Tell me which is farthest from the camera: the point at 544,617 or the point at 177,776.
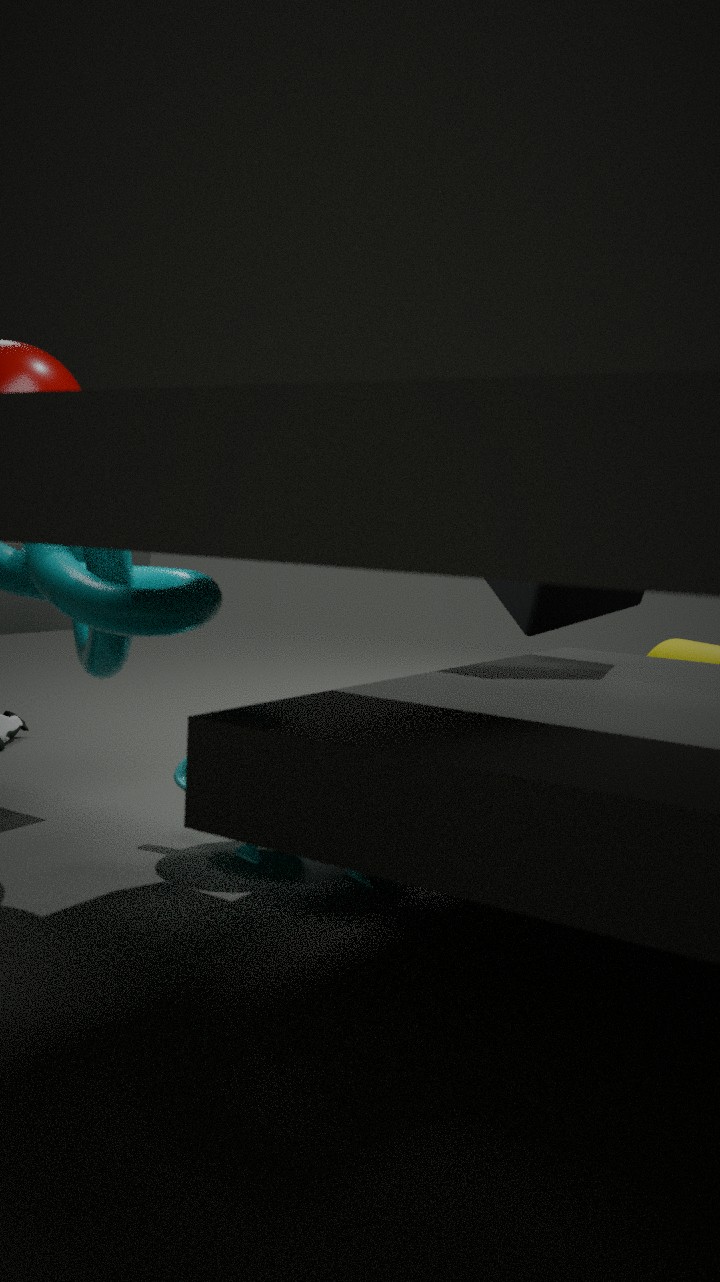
the point at 544,617
